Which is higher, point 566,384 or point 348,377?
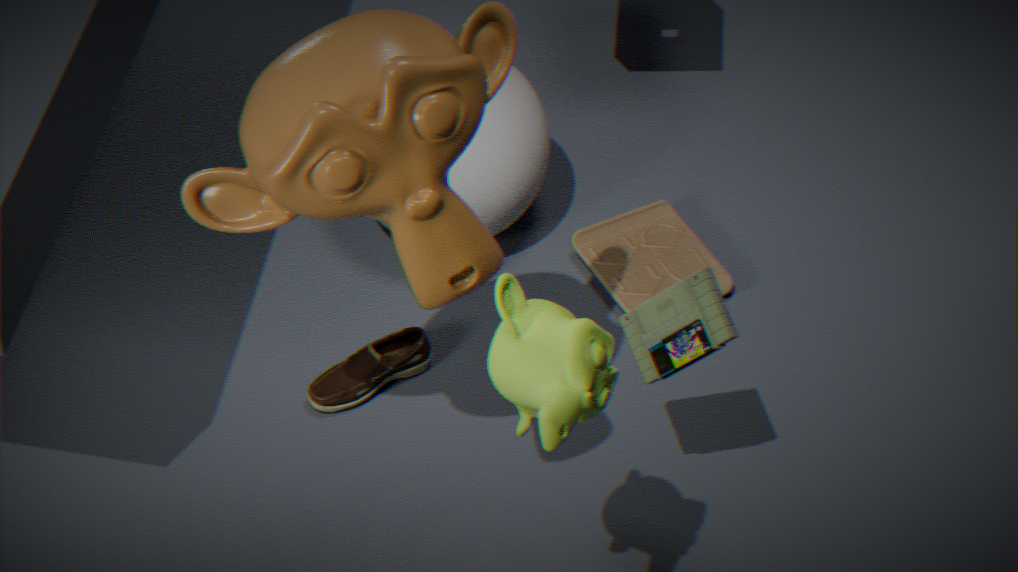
point 566,384
